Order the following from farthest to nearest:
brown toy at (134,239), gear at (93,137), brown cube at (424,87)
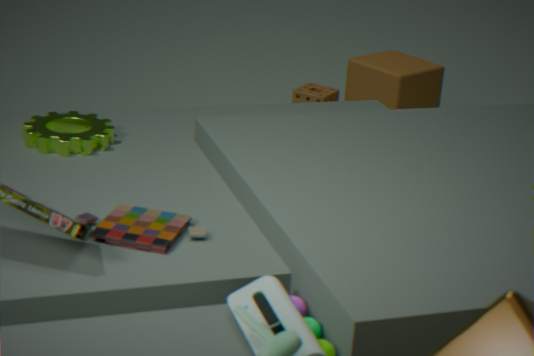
brown cube at (424,87), gear at (93,137), brown toy at (134,239)
